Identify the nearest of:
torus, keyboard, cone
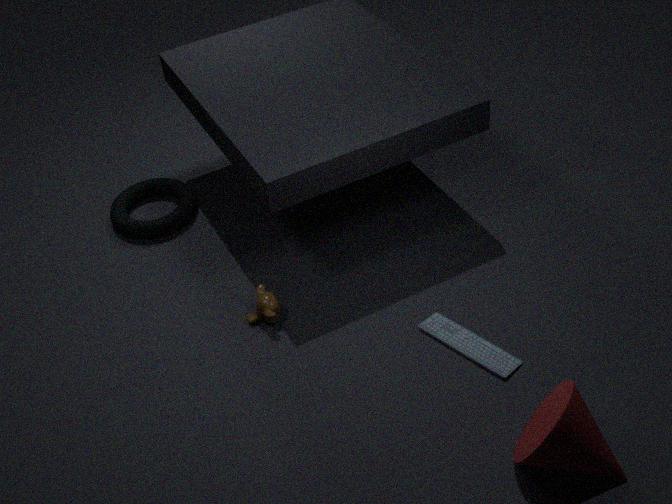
cone
